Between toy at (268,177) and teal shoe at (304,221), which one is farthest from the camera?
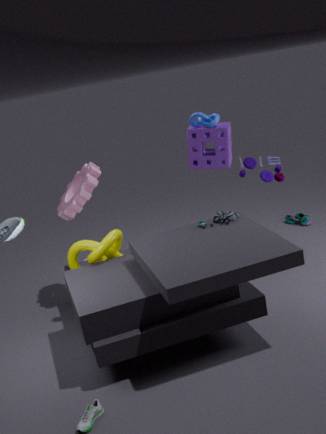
teal shoe at (304,221)
